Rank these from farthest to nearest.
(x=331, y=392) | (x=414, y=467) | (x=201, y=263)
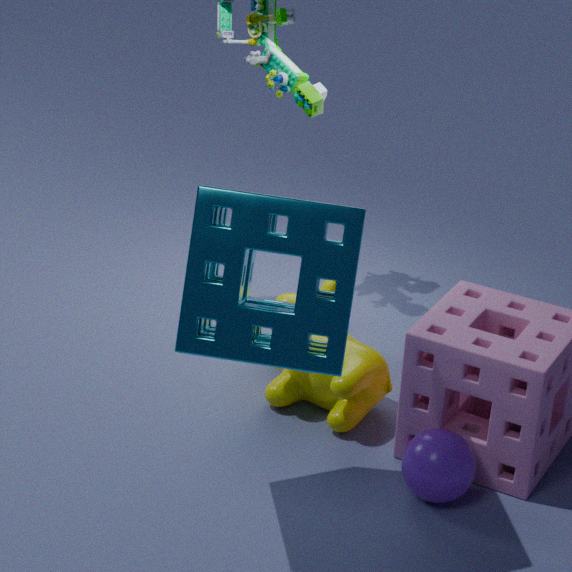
(x=331, y=392)
(x=414, y=467)
(x=201, y=263)
